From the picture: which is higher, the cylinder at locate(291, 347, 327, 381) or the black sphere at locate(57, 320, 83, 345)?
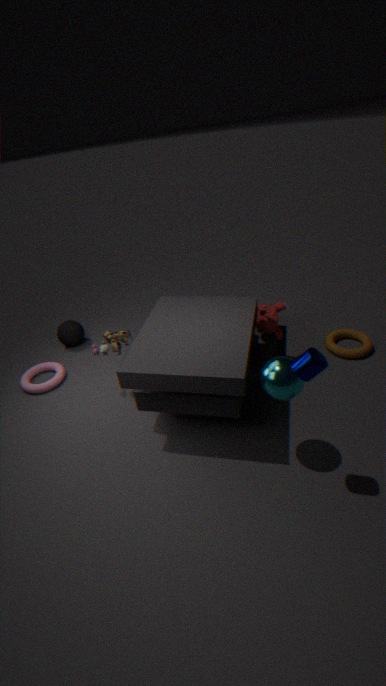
the cylinder at locate(291, 347, 327, 381)
